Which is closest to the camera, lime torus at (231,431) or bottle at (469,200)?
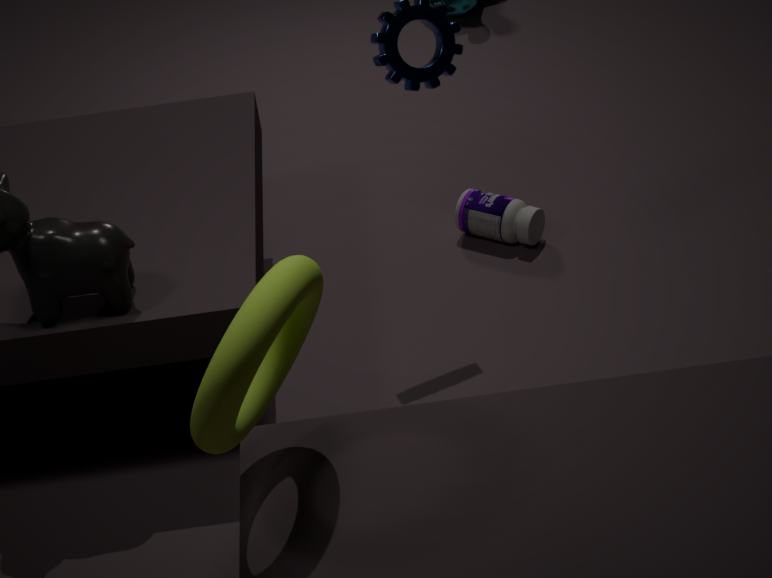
lime torus at (231,431)
